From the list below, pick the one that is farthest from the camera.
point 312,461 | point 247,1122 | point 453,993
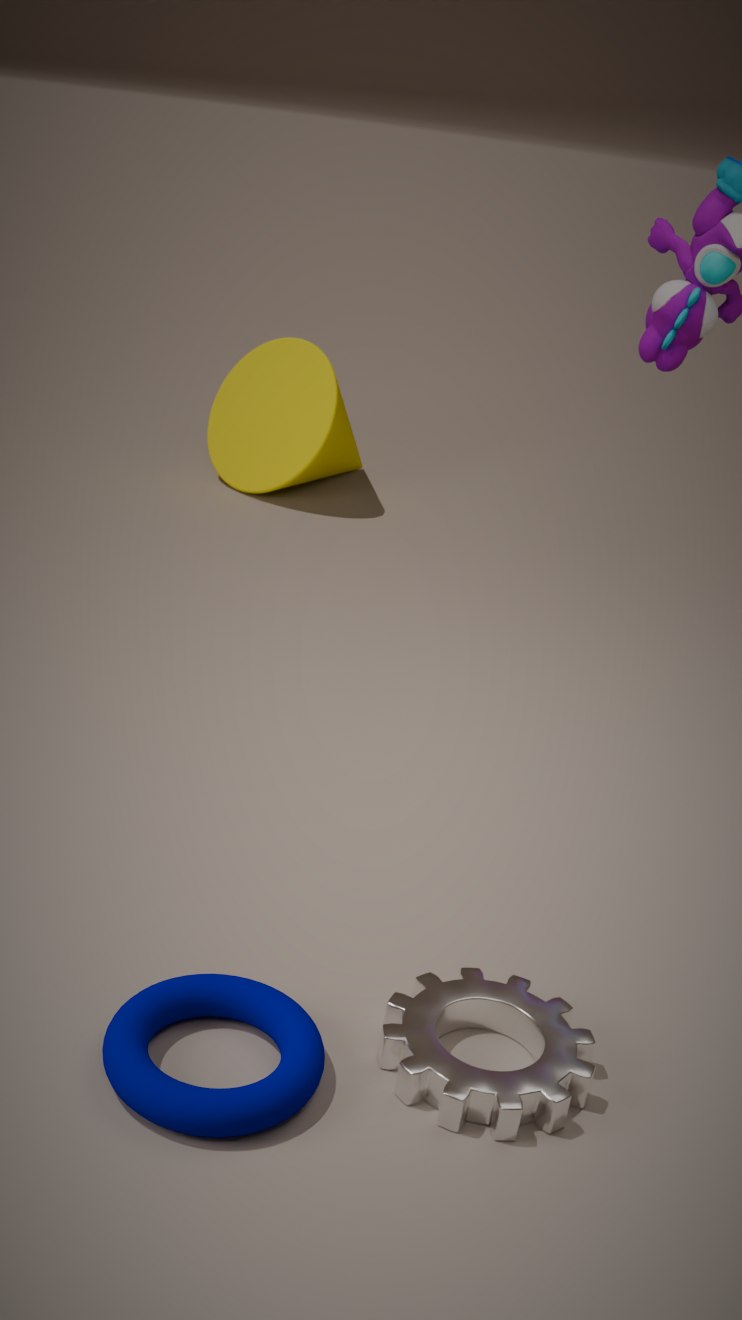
point 312,461
